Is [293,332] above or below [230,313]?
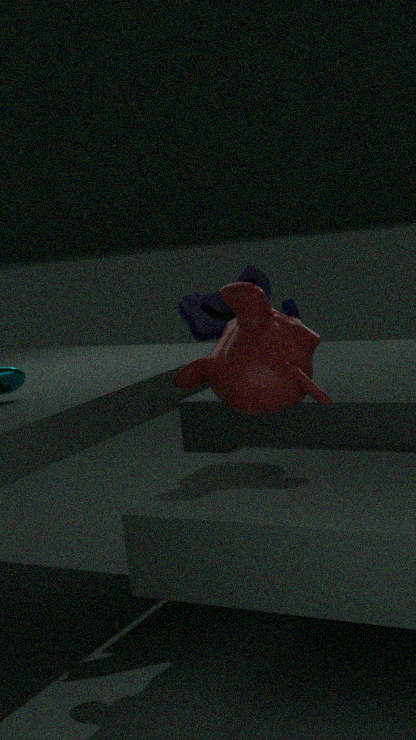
below
